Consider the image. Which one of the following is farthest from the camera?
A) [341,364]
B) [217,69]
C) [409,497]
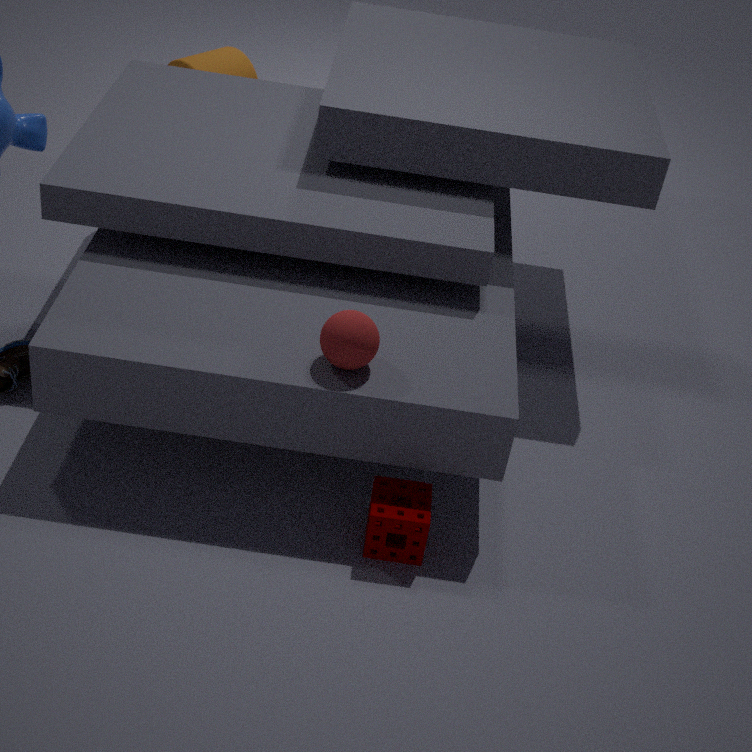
[217,69]
